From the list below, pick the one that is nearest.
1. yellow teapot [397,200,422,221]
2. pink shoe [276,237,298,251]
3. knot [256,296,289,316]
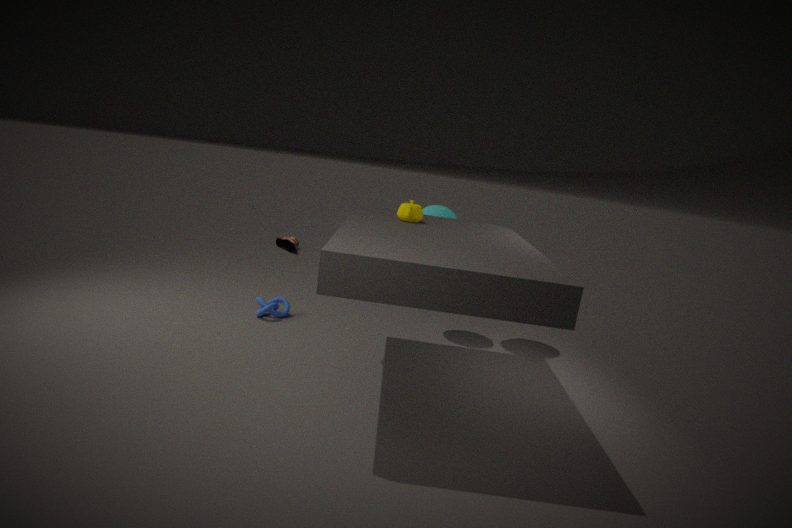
yellow teapot [397,200,422,221]
